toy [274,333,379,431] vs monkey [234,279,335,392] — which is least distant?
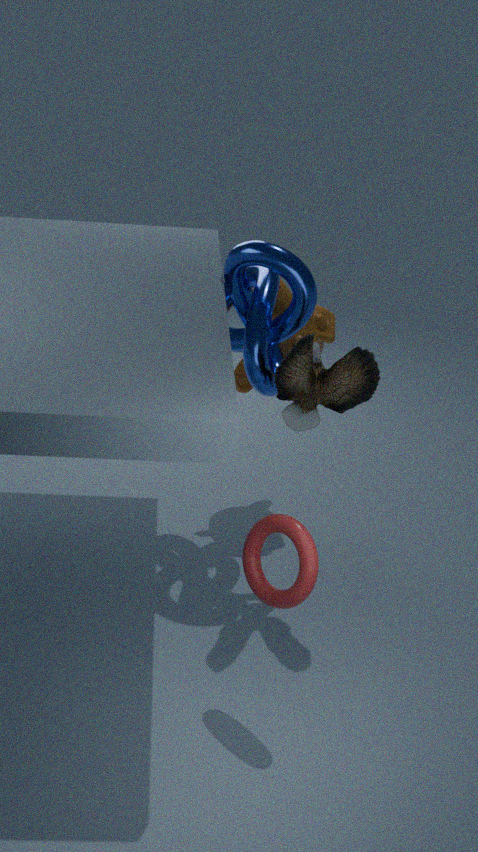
toy [274,333,379,431]
